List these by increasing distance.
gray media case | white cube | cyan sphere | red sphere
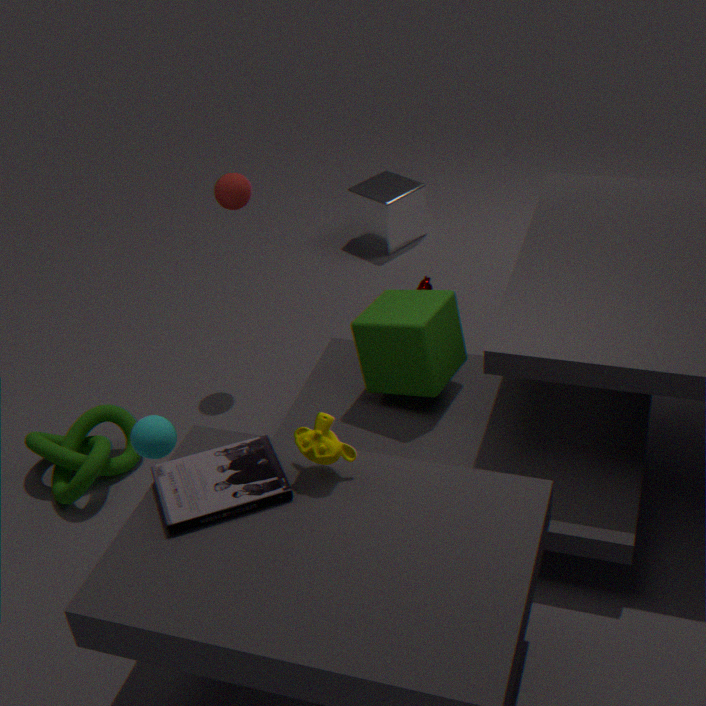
gray media case, cyan sphere, red sphere, white cube
